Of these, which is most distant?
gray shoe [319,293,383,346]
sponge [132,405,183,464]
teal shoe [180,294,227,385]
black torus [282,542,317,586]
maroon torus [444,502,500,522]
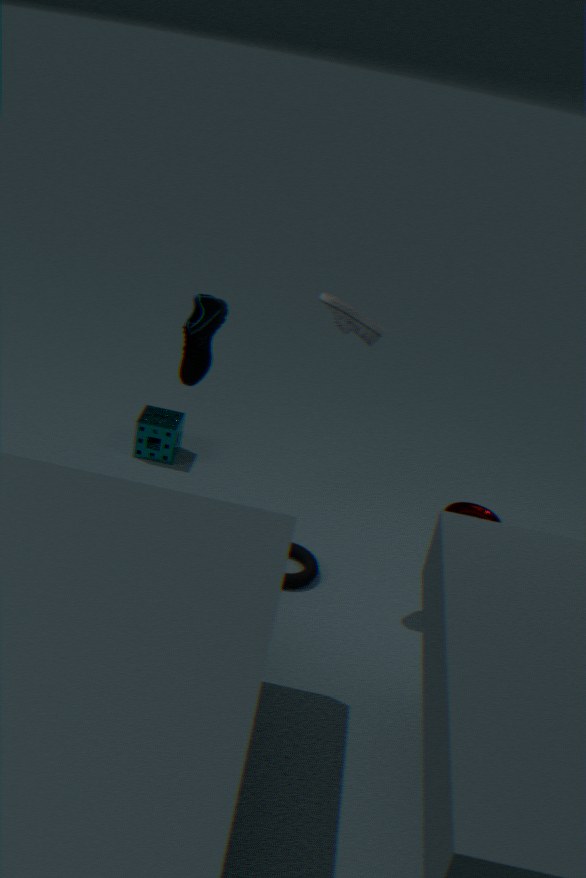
maroon torus [444,502,500,522]
